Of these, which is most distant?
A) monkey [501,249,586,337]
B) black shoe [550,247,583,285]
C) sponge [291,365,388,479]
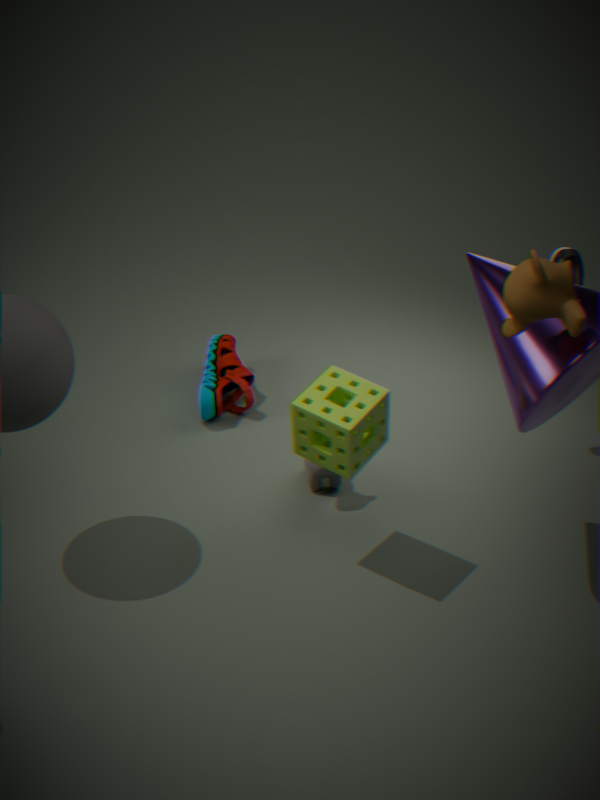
B
